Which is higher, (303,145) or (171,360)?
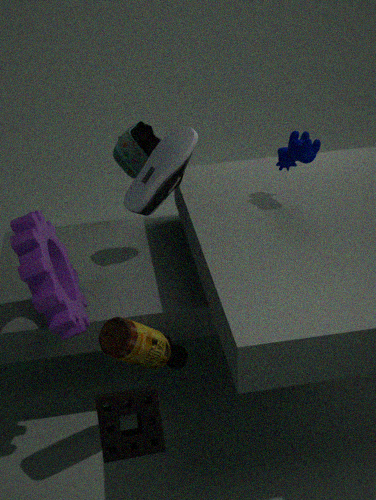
(303,145)
